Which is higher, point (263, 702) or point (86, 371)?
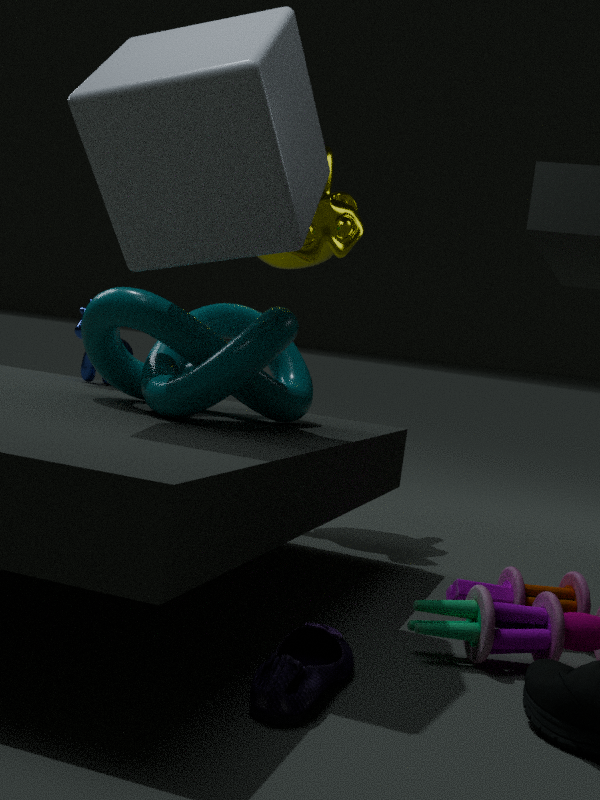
point (86, 371)
